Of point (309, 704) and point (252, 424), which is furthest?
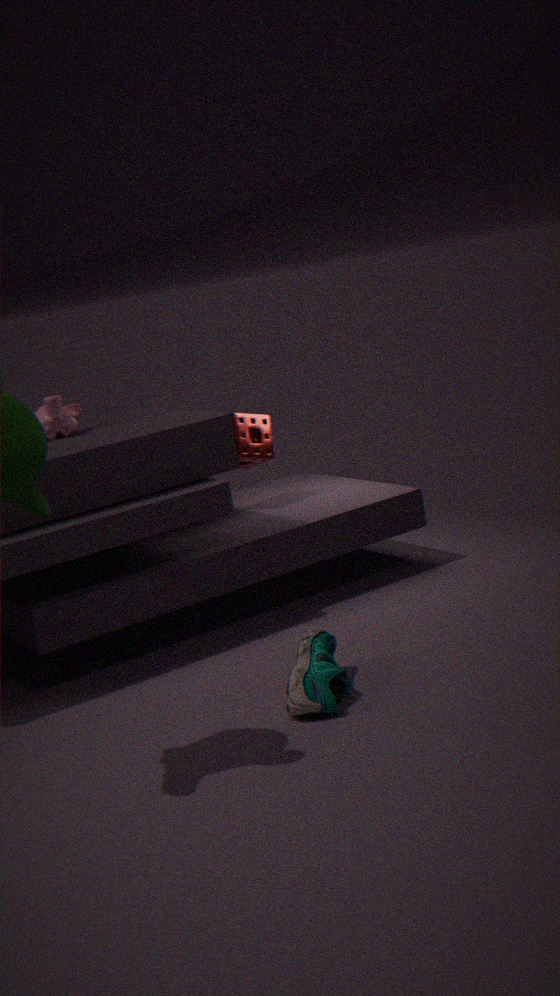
point (252, 424)
